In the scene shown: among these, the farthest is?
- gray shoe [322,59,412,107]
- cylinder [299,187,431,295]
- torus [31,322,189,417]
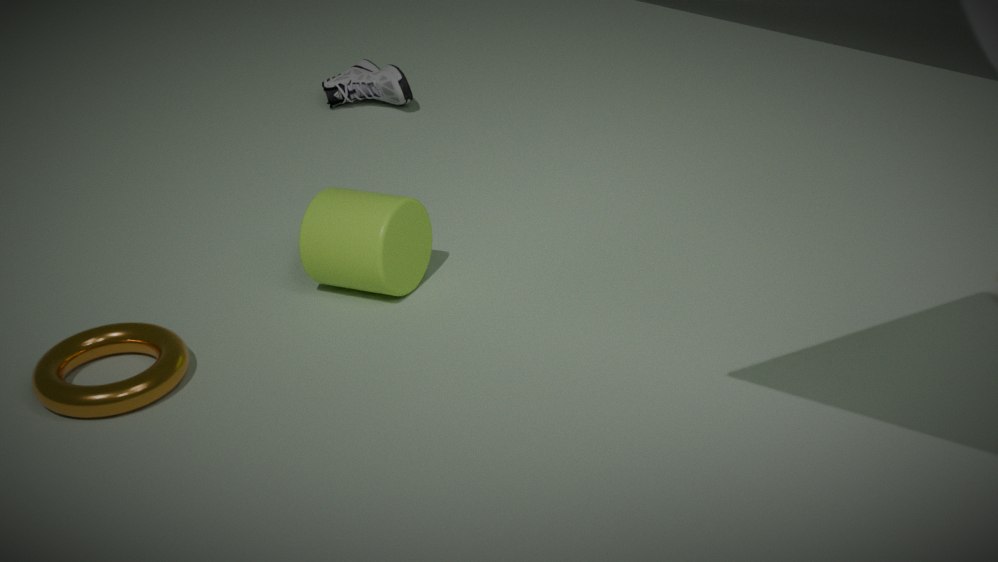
gray shoe [322,59,412,107]
